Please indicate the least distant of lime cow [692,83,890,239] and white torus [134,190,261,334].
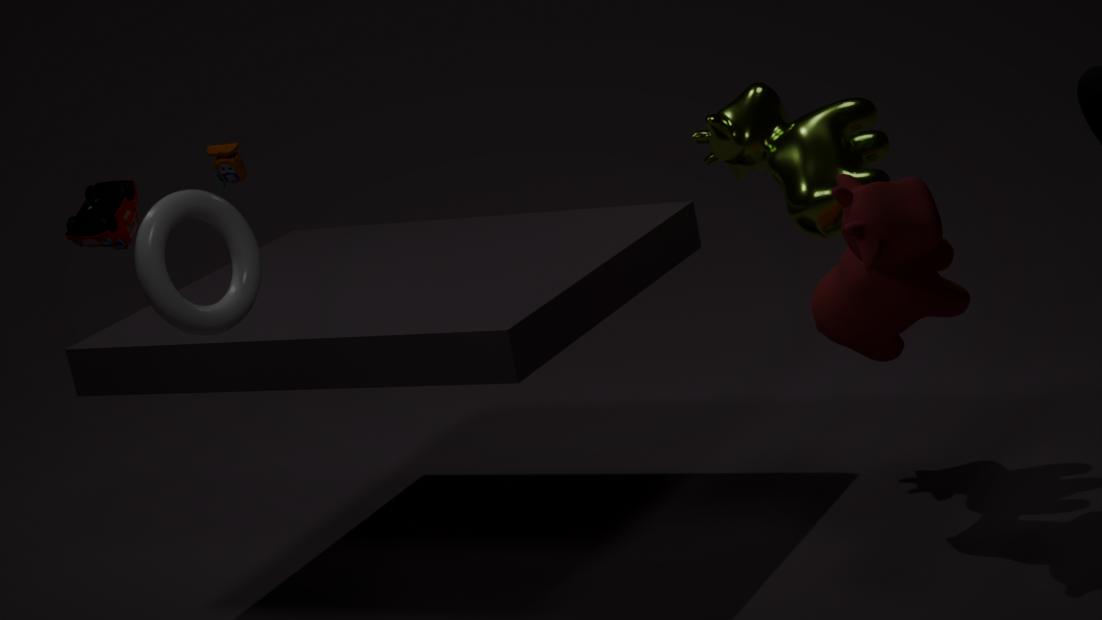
white torus [134,190,261,334]
